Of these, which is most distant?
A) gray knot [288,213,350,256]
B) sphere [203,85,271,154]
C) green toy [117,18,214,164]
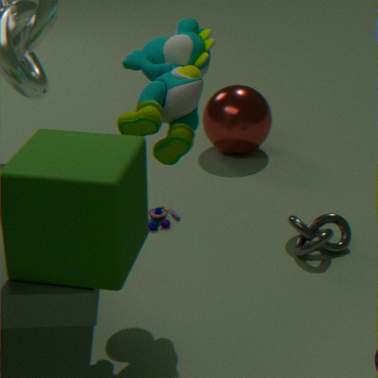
sphere [203,85,271,154]
